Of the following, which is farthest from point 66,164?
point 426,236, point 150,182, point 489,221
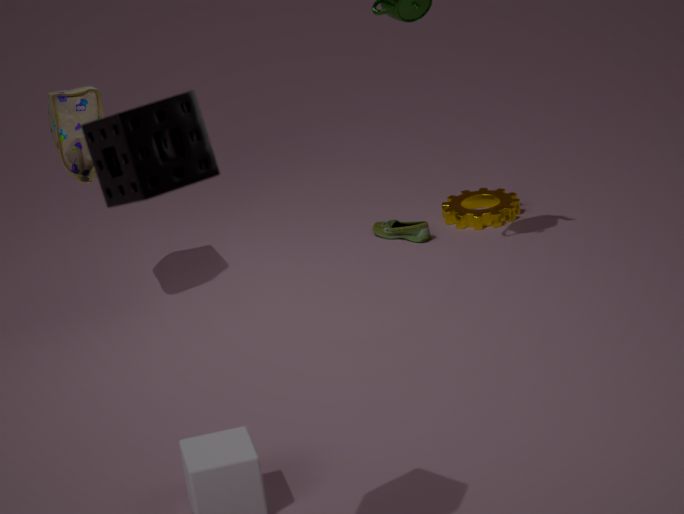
point 150,182
